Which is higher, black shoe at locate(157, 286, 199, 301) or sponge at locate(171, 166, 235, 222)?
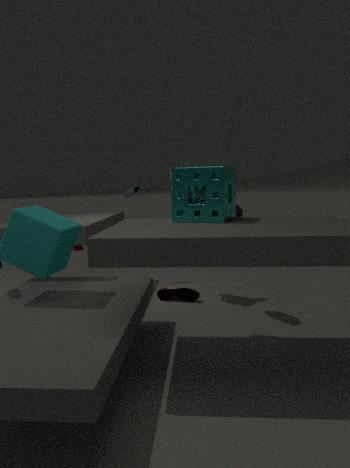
sponge at locate(171, 166, 235, 222)
